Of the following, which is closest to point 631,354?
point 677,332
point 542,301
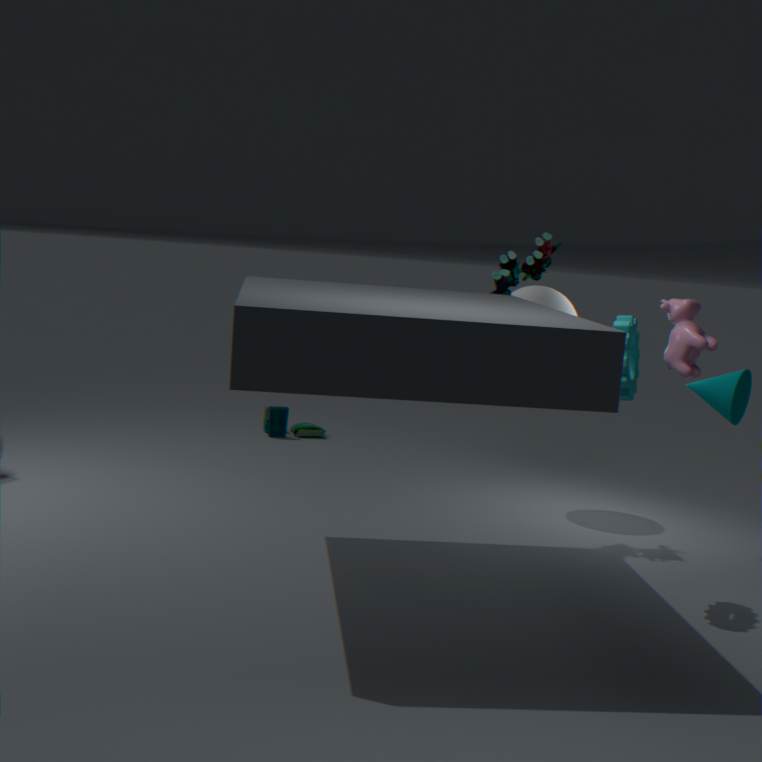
point 677,332
